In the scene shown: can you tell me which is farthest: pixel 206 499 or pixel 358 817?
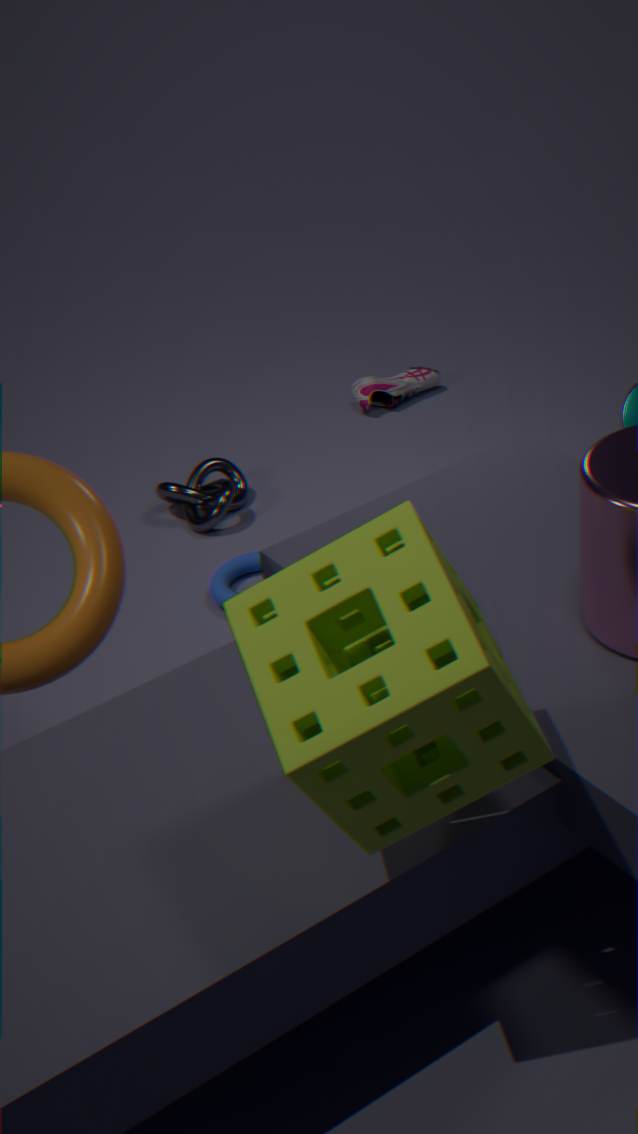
pixel 206 499
